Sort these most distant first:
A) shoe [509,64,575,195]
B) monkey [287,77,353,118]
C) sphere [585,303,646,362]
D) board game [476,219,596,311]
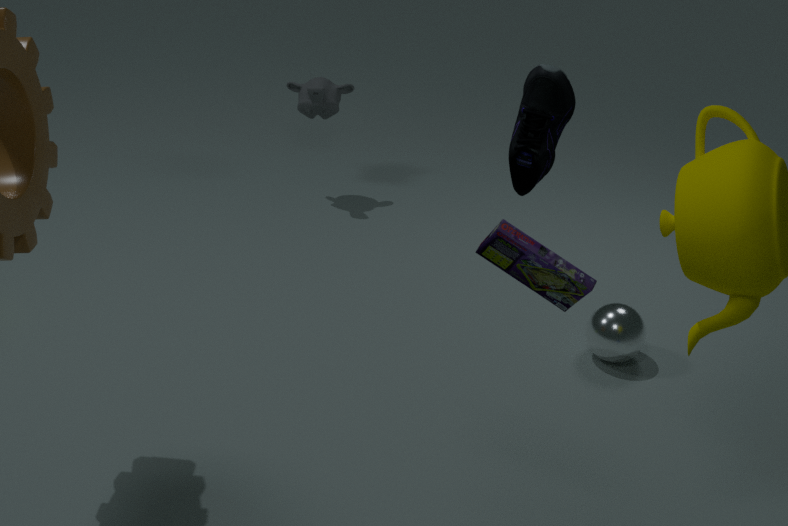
1. monkey [287,77,353,118]
2. sphere [585,303,646,362]
3. board game [476,219,596,311]
4. shoe [509,64,575,195]
